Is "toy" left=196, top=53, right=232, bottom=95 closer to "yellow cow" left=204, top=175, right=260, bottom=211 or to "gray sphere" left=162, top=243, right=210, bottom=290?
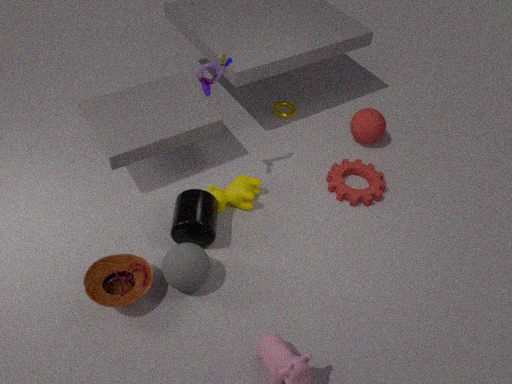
"yellow cow" left=204, top=175, right=260, bottom=211
